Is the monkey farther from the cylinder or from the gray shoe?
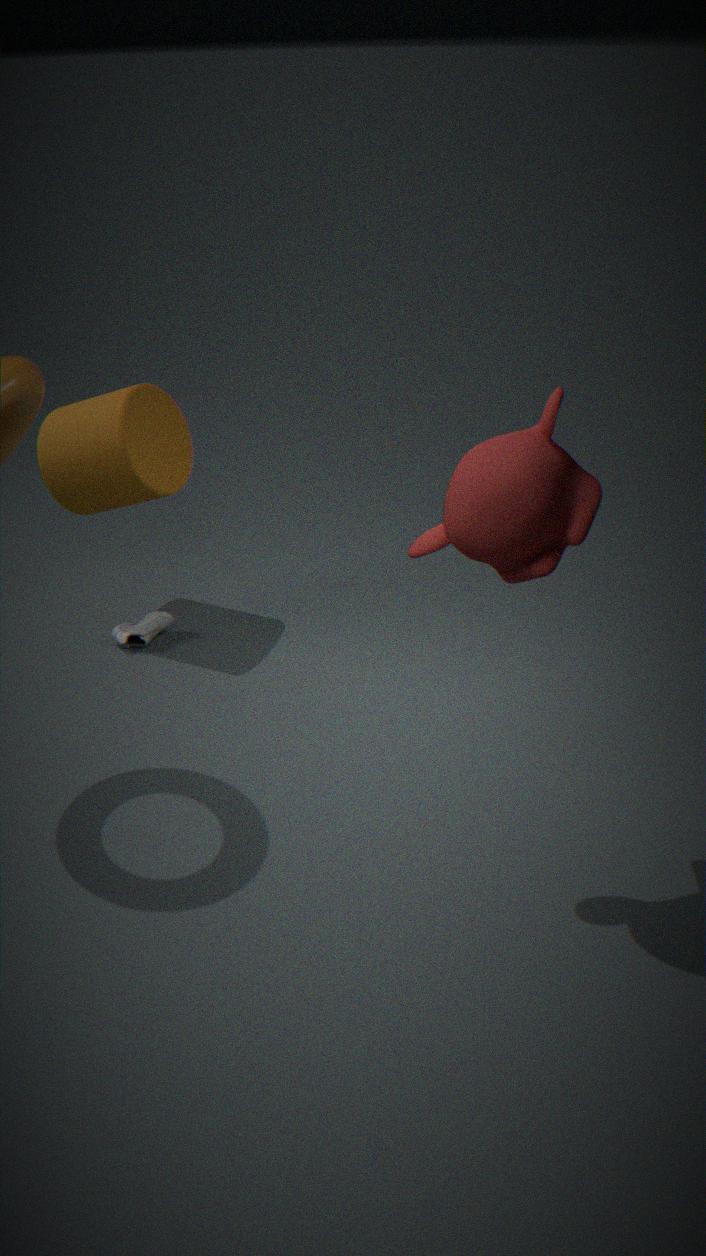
the gray shoe
